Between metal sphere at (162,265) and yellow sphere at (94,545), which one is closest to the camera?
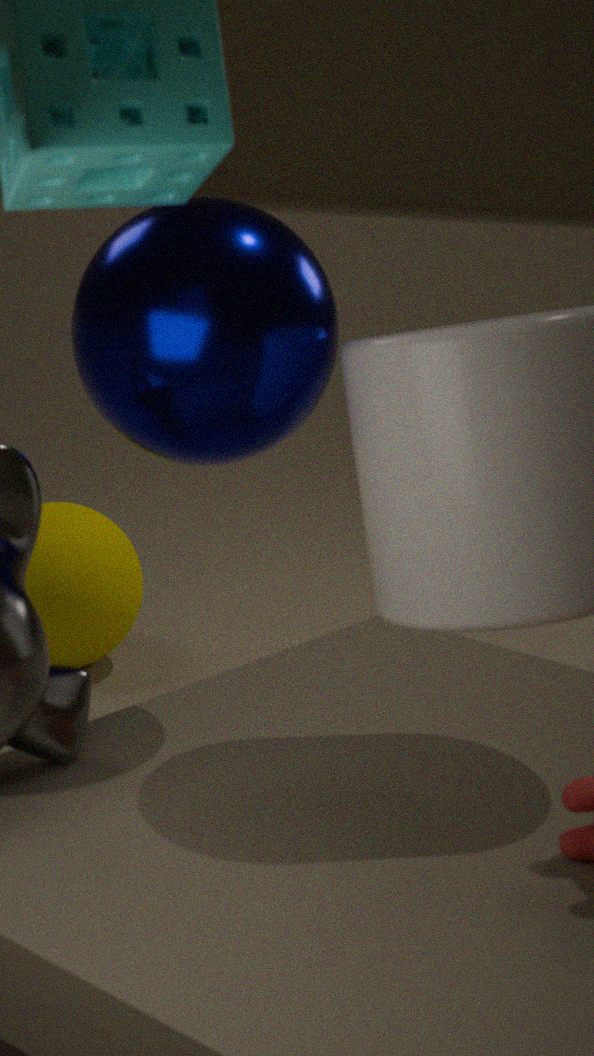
metal sphere at (162,265)
